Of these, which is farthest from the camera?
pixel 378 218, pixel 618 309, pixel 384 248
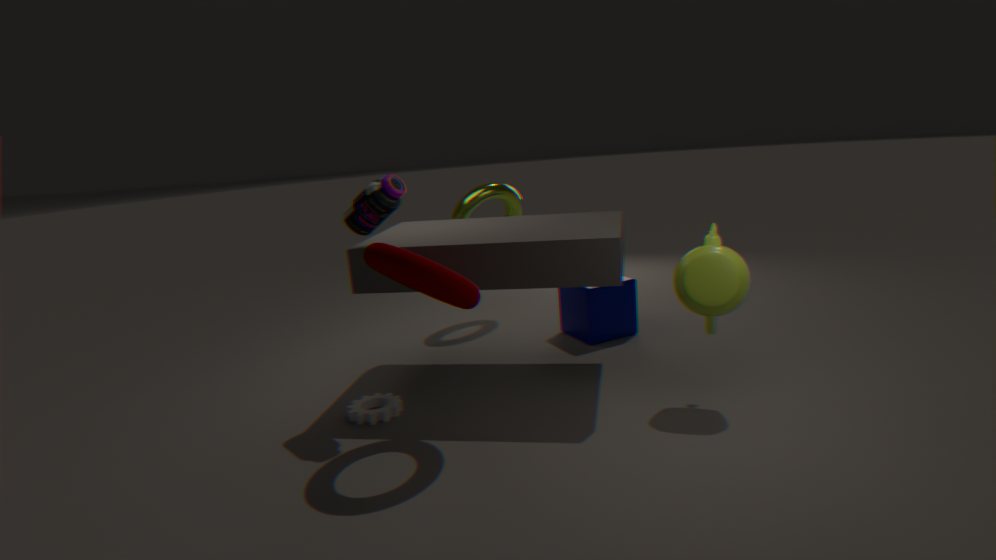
pixel 618 309
